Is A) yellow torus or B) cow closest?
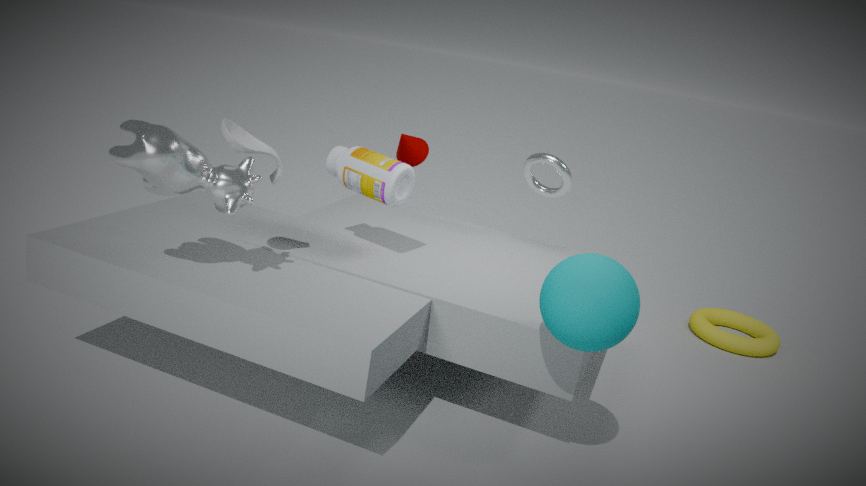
B. cow
